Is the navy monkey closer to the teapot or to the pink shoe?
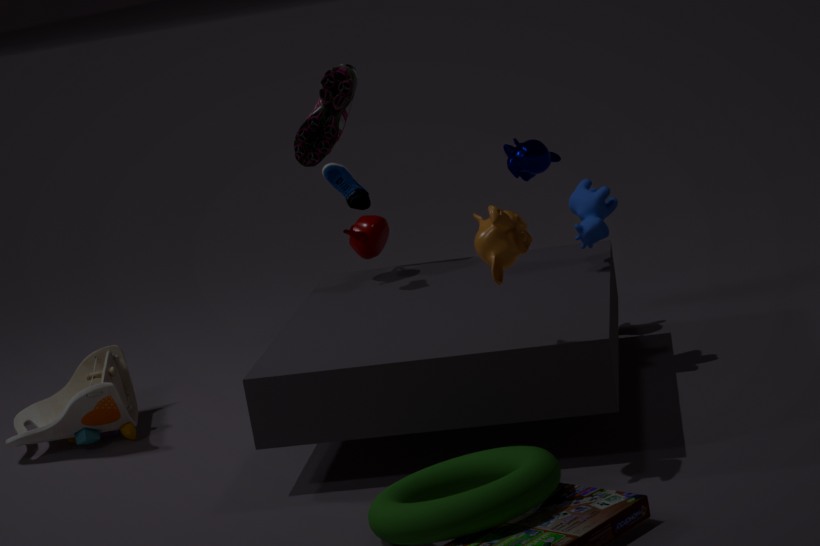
the teapot
